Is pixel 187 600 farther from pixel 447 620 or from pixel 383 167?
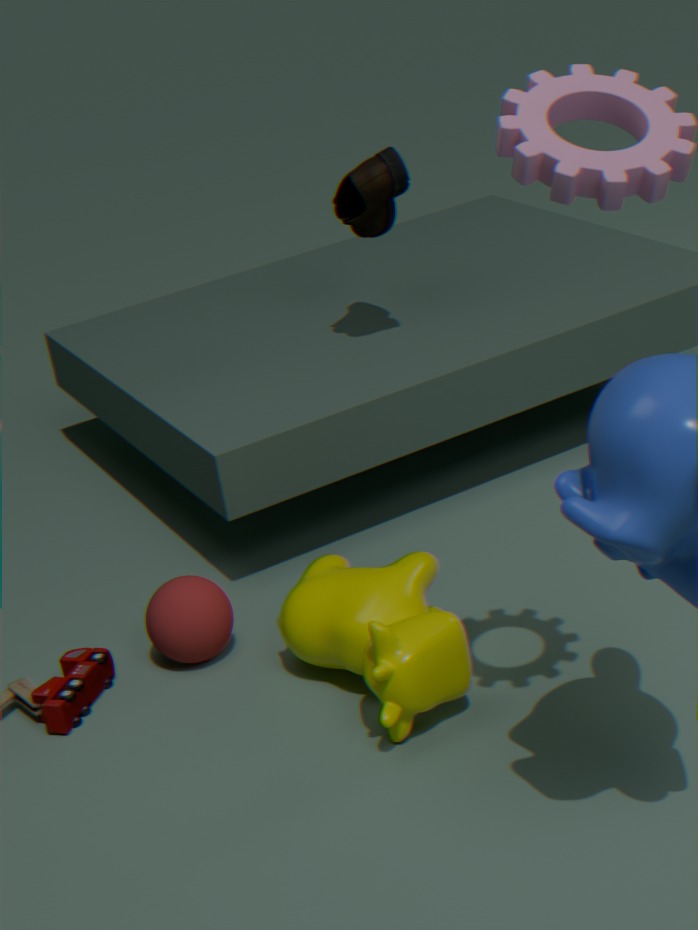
pixel 383 167
